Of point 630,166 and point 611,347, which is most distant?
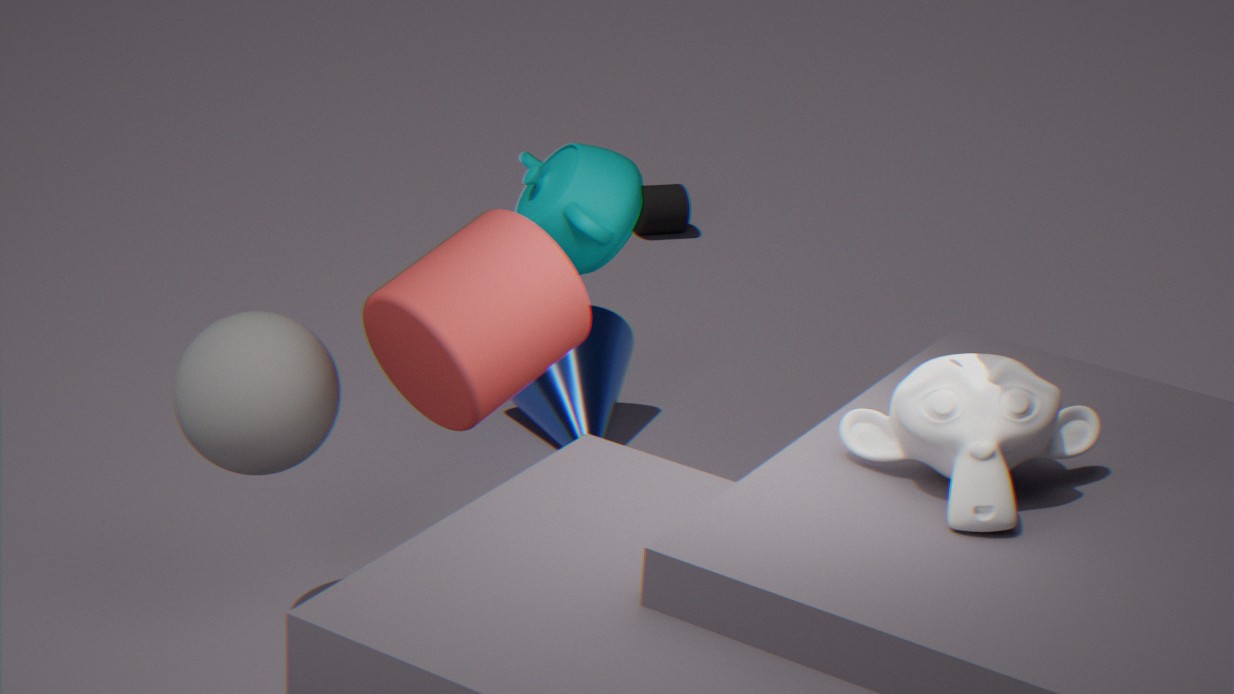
point 611,347
